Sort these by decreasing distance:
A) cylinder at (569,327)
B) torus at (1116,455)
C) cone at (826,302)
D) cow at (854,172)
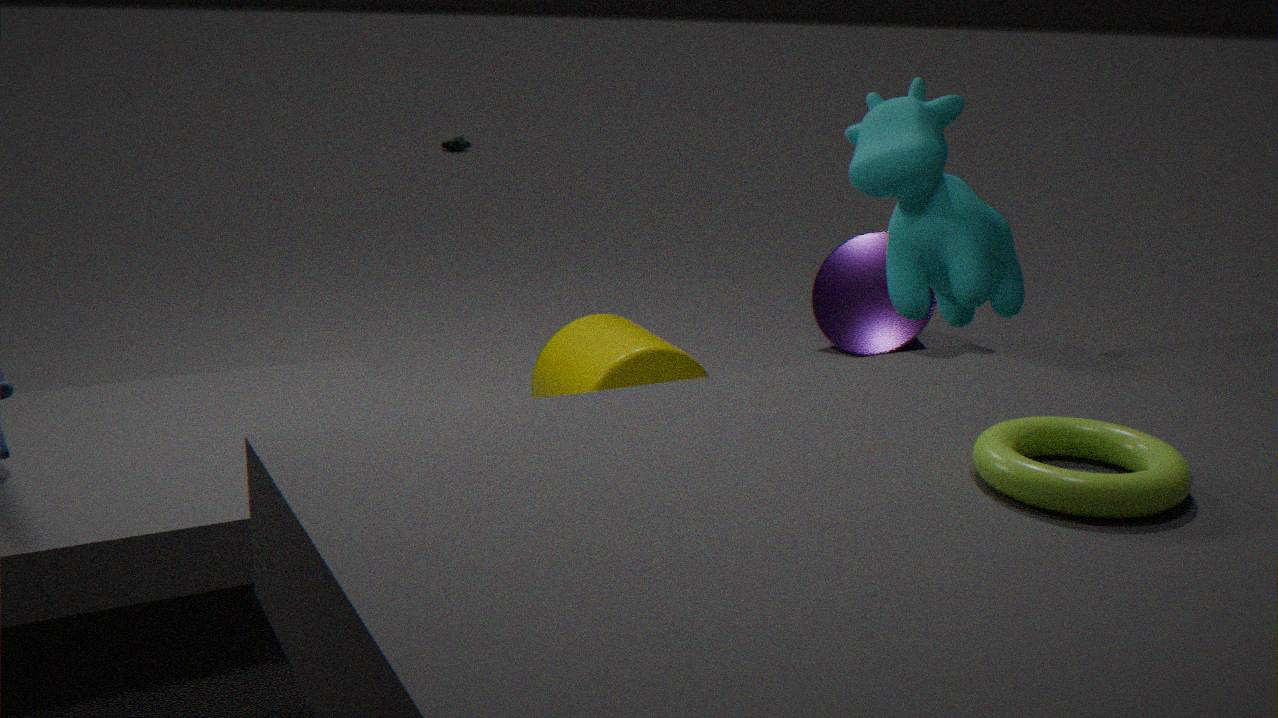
1. cone at (826,302)
2. cylinder at (569,327)
3. cow at (854,172)
4. torus at (1116,455)
